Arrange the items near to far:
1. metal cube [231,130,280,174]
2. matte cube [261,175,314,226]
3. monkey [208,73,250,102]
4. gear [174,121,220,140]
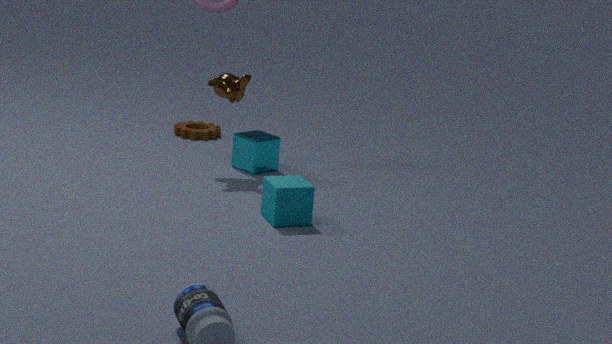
matte cube [261,175,314,226]
monkey [208,73,250,102]
metal cube [231,130,280,174]
gear [174,121,220,140]
